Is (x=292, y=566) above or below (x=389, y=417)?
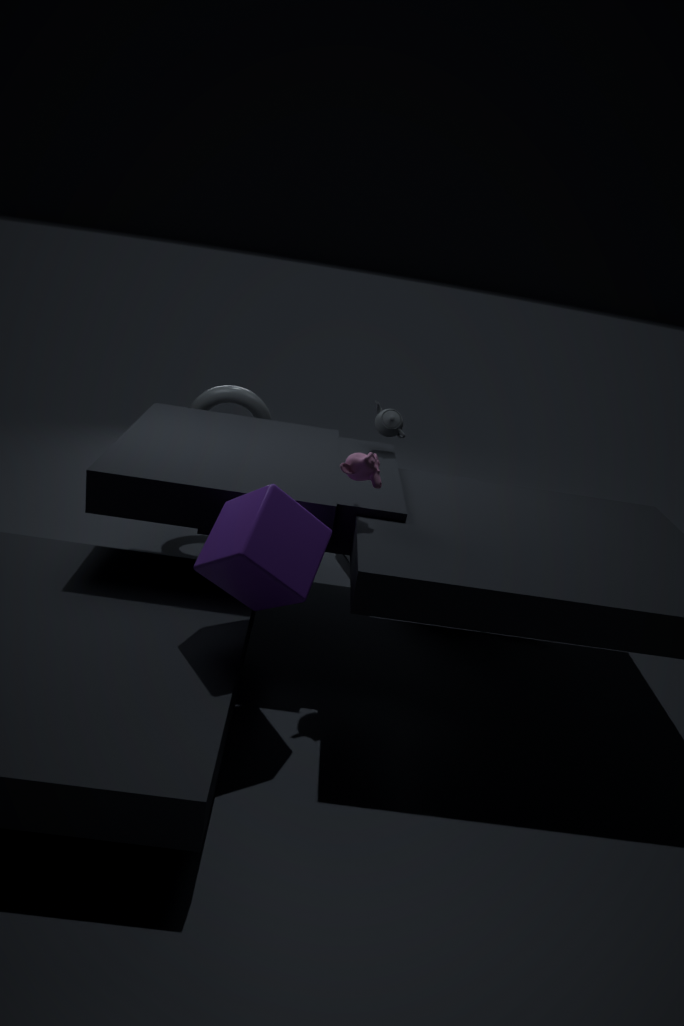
below
